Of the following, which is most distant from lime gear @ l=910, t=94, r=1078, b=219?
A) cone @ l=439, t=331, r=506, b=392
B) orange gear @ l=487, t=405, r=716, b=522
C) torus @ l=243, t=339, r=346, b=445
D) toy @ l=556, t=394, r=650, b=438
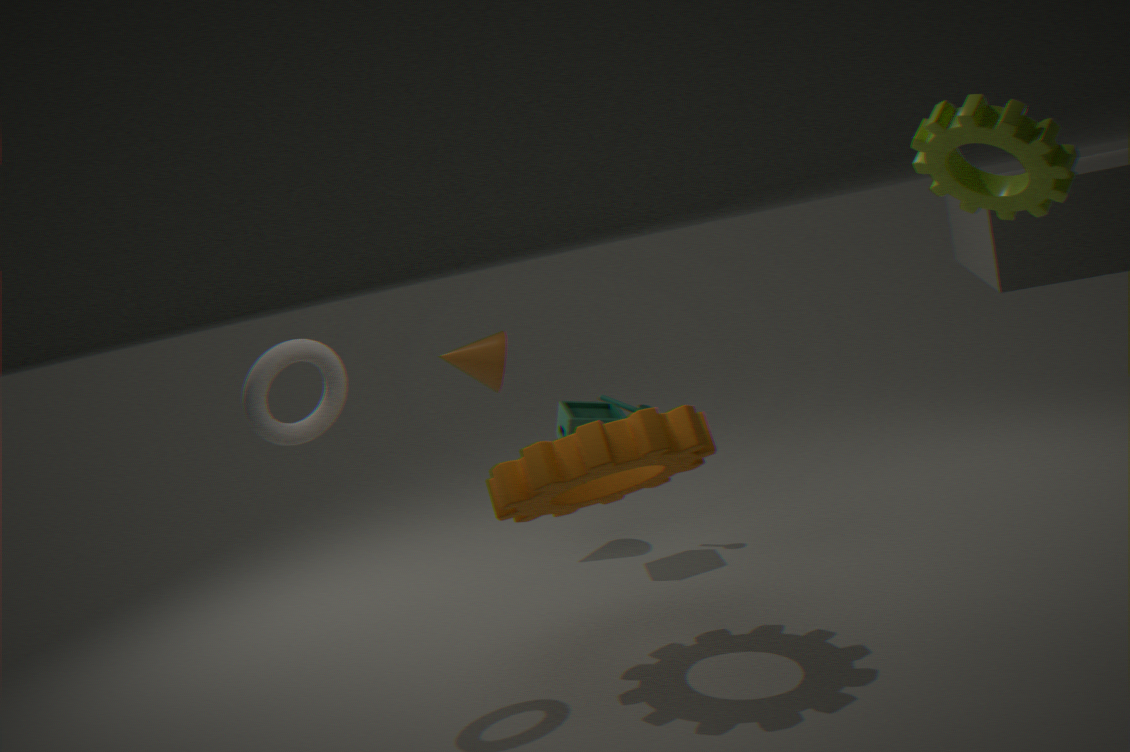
cone @ l=439, t=331, r=506, b=392
